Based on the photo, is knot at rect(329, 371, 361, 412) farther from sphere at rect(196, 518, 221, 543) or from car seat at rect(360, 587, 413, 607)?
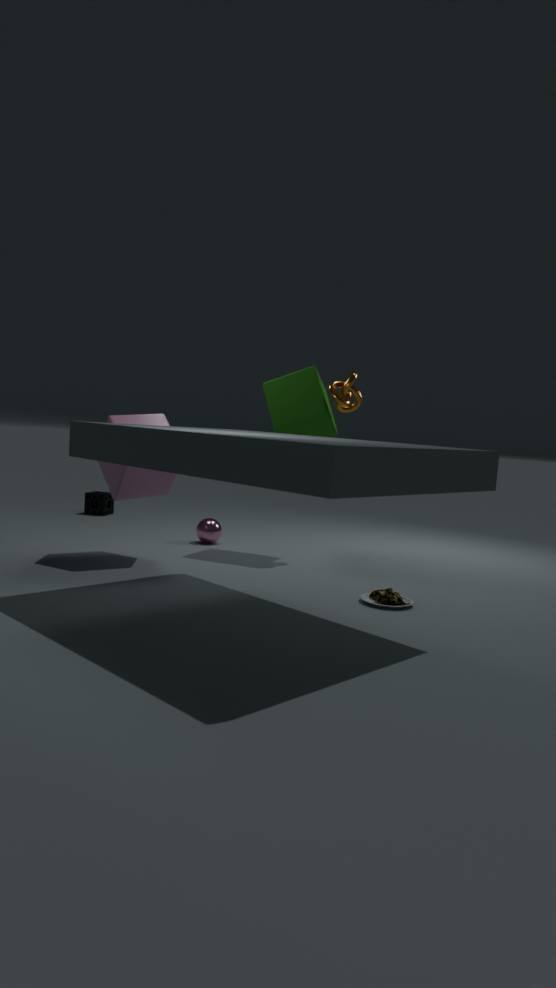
car seat at rect(360, 587, 413, 607)
